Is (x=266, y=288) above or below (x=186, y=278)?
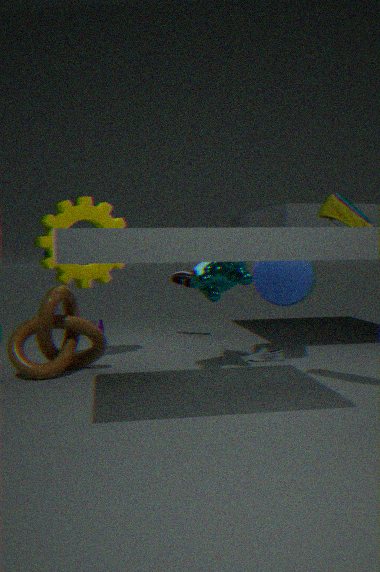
above
